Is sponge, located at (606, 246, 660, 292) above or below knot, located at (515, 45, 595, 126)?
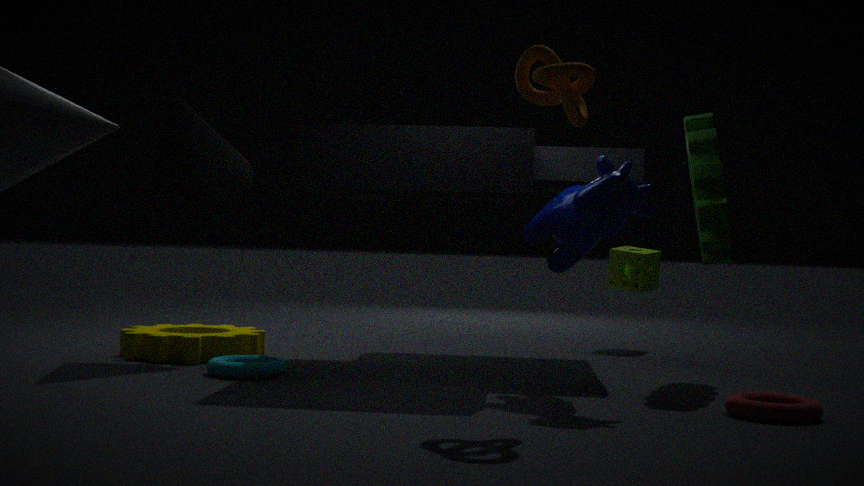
below
